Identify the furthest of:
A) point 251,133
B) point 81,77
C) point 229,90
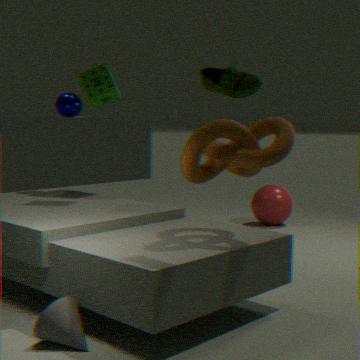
point 81,77
